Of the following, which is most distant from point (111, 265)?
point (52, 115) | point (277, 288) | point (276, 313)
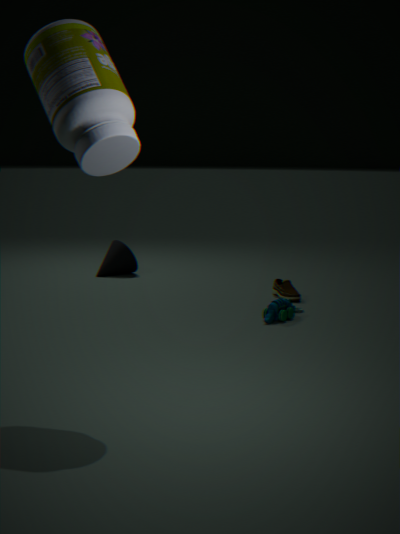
point (52, 115)
